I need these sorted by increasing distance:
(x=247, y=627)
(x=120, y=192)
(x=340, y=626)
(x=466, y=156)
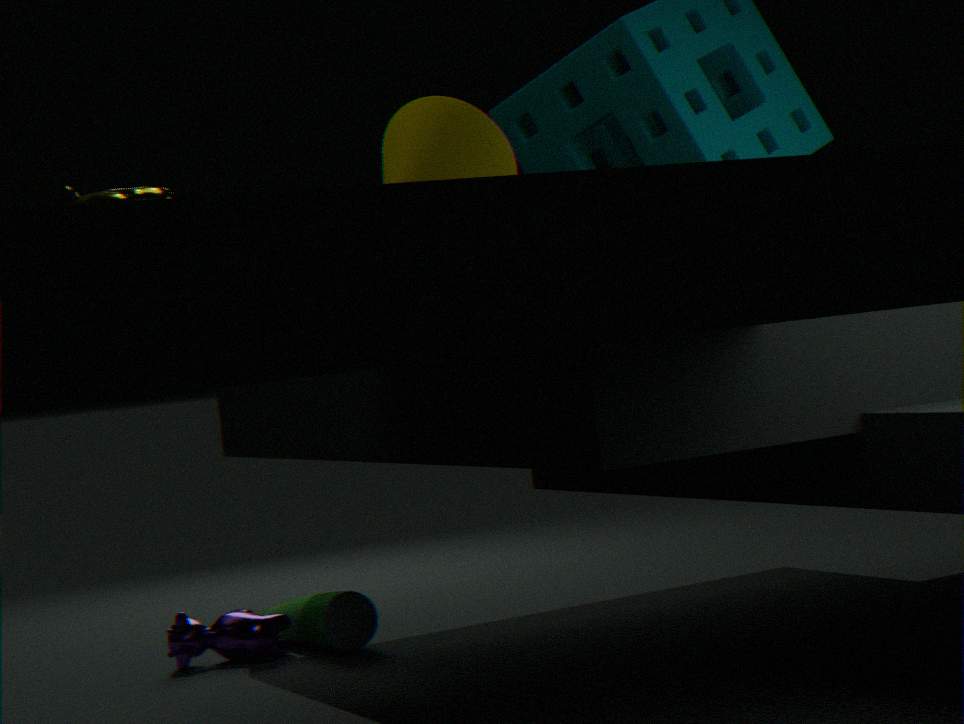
1. (x=120, y=192)
2. (x=466, y=156)
3. (x=340, y=626)
4. (x=247, y=627)
